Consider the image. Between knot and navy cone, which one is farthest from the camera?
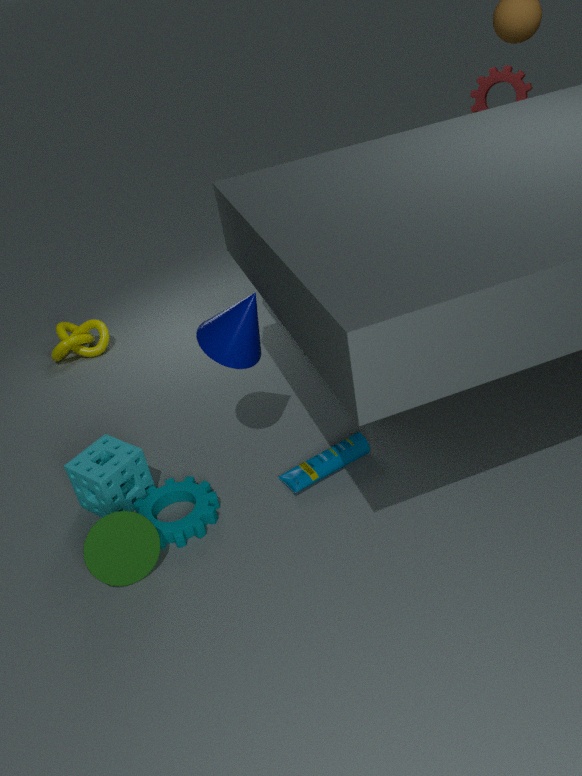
knot
